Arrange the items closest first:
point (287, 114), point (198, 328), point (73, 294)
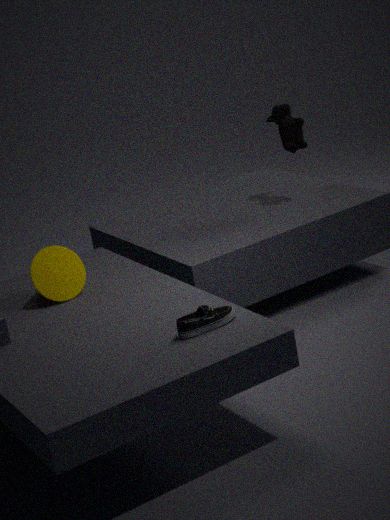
point (198, 328), point (73, 294), point (287, 114)
